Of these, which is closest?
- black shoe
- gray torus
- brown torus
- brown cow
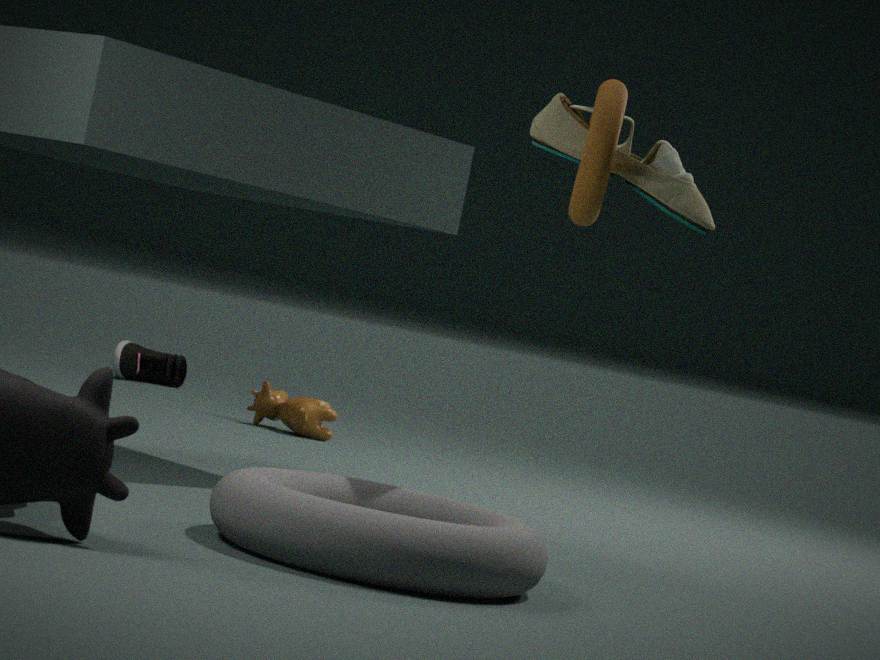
gray torus
